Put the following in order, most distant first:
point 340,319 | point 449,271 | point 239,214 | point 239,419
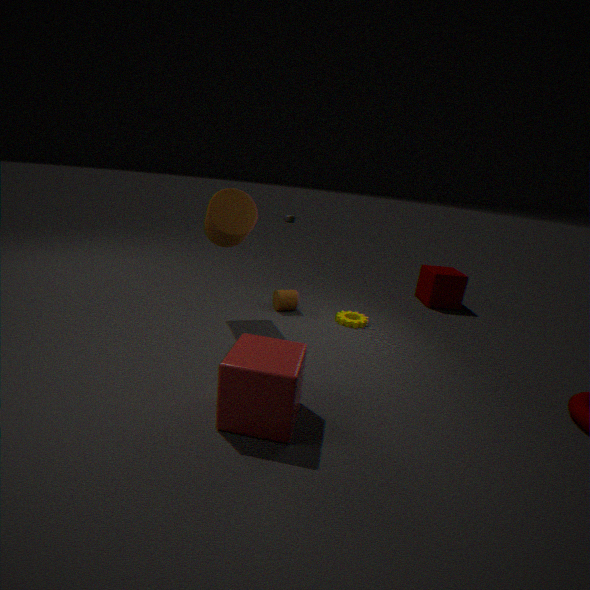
point 449,271 → point 340,319 → point 239,214 → point 239,419
